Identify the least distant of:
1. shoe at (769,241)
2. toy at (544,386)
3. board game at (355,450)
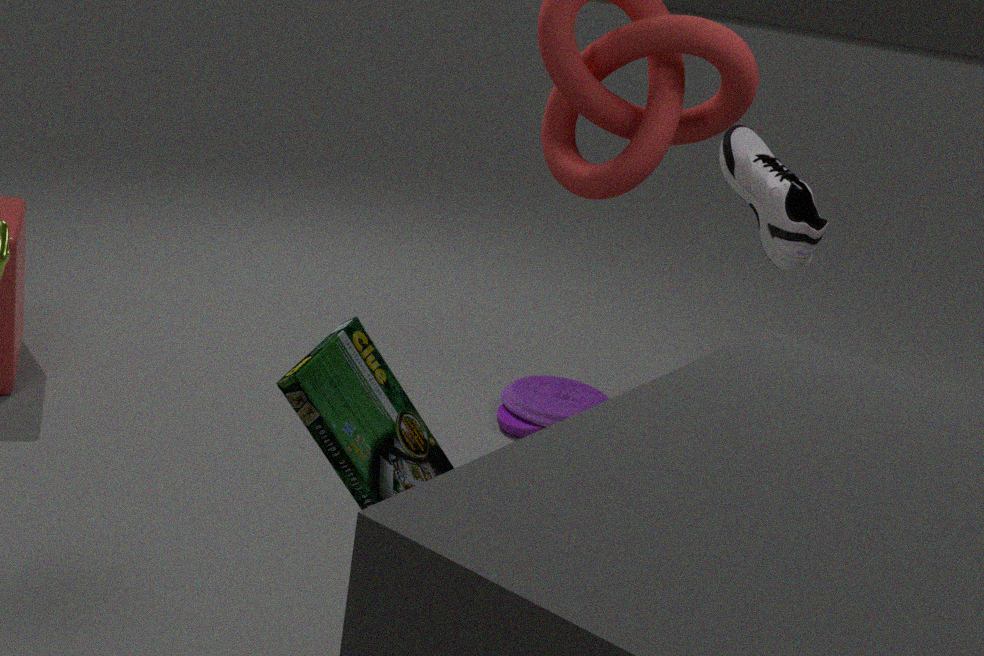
board game at (355,450)
